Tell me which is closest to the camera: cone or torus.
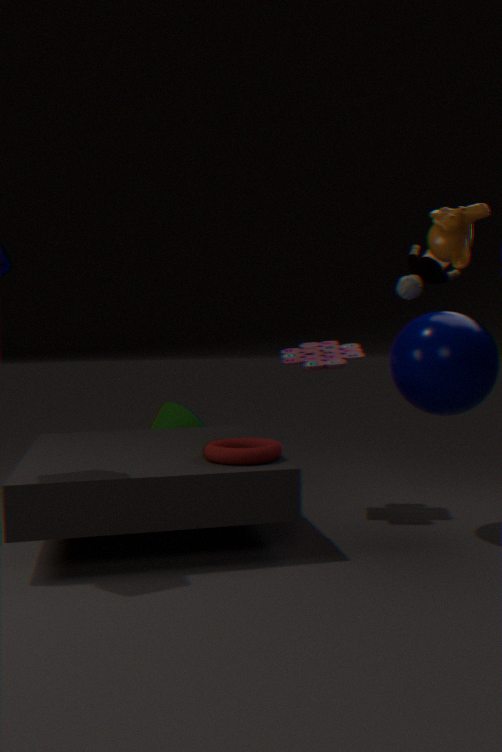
torus
